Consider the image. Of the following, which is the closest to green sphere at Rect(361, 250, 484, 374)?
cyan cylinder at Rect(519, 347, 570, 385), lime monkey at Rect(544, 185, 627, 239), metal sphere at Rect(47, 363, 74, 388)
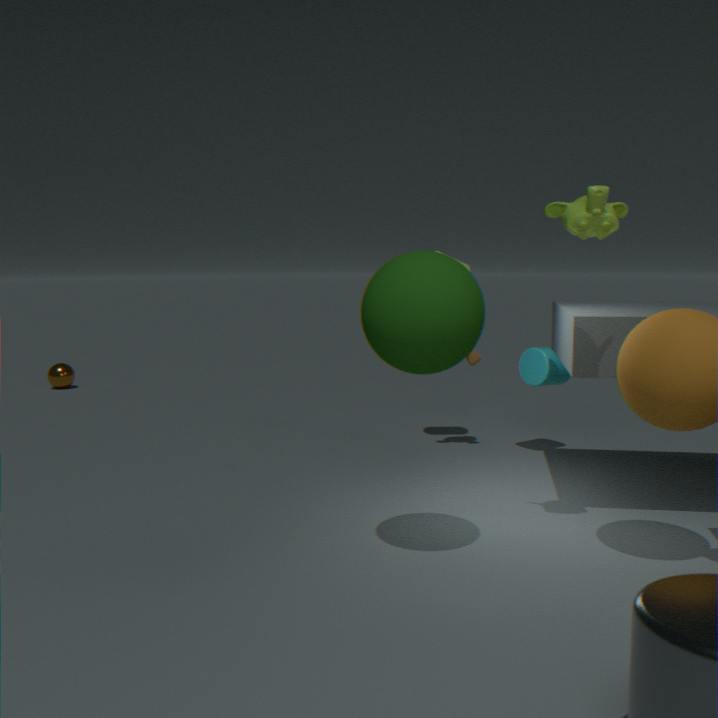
lime monkey at Rect(544, 185, 627, 239)
